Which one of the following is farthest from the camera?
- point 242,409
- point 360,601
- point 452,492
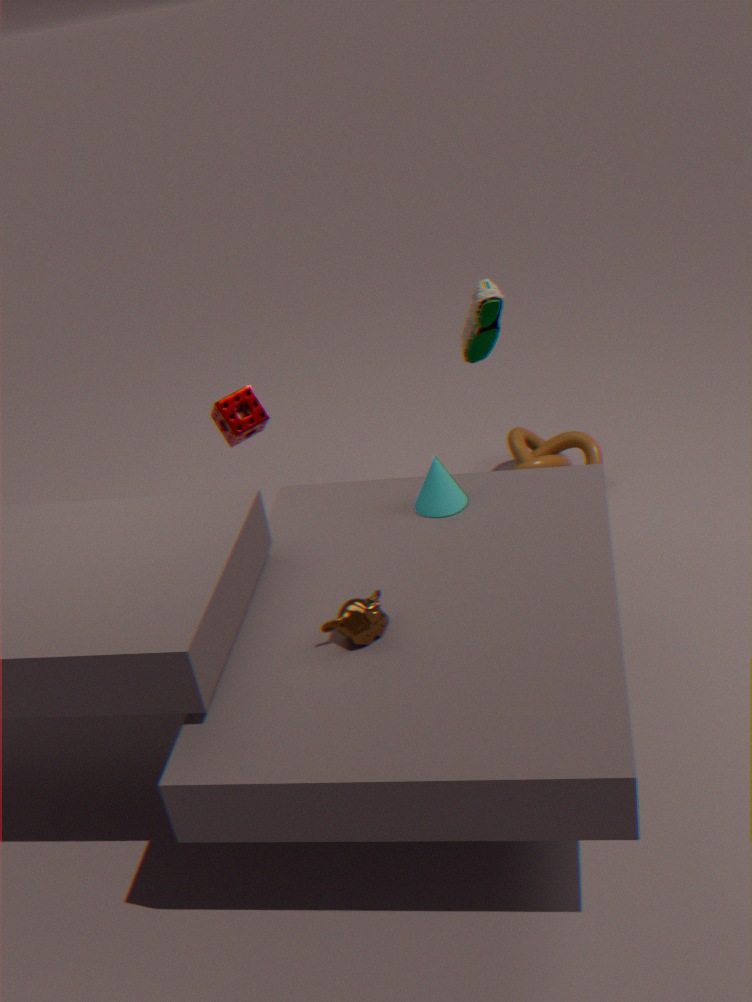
point 242,409
